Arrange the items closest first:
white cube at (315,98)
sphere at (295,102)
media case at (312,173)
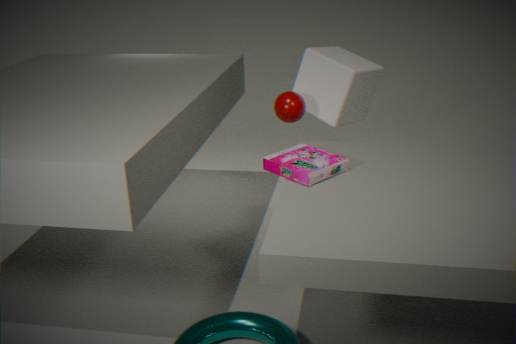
media case at (312,173) < sphere at (295,102) < white cube at (315,98)
